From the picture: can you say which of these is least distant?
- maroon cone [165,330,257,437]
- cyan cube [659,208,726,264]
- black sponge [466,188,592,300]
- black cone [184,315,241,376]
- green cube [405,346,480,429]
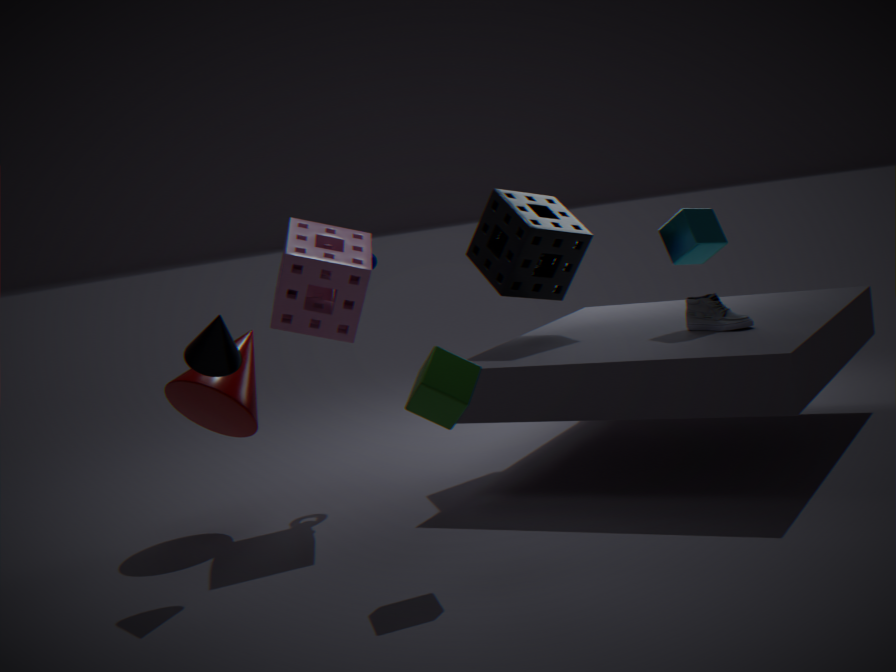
green cube [405,346,480,429]
